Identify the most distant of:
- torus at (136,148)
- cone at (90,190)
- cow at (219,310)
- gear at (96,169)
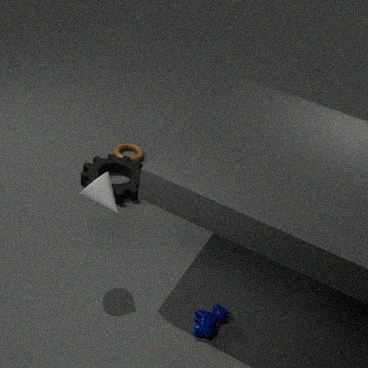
torus at (136,148)
